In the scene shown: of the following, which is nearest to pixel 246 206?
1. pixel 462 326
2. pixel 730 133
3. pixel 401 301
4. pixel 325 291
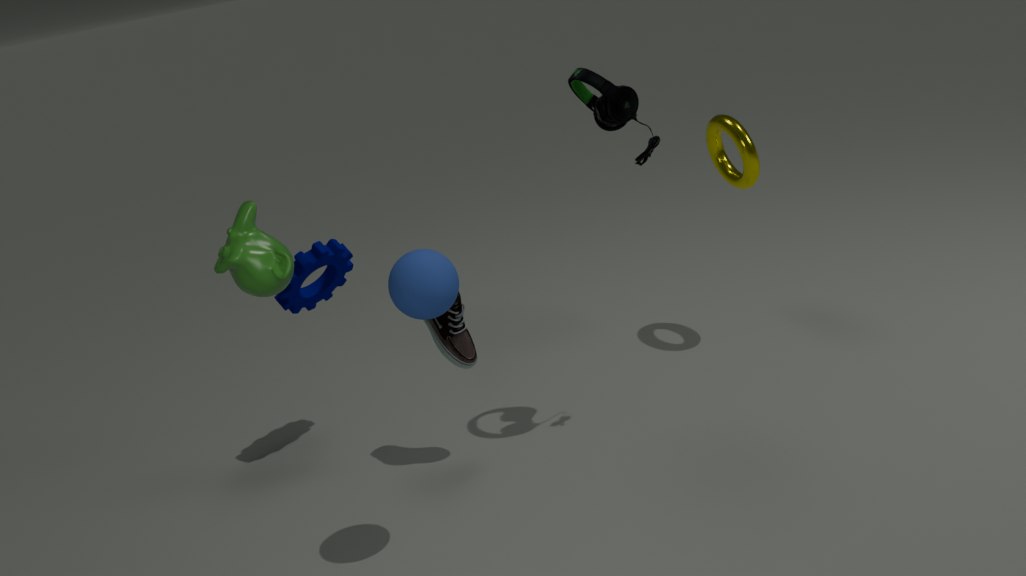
pixel 401 301
